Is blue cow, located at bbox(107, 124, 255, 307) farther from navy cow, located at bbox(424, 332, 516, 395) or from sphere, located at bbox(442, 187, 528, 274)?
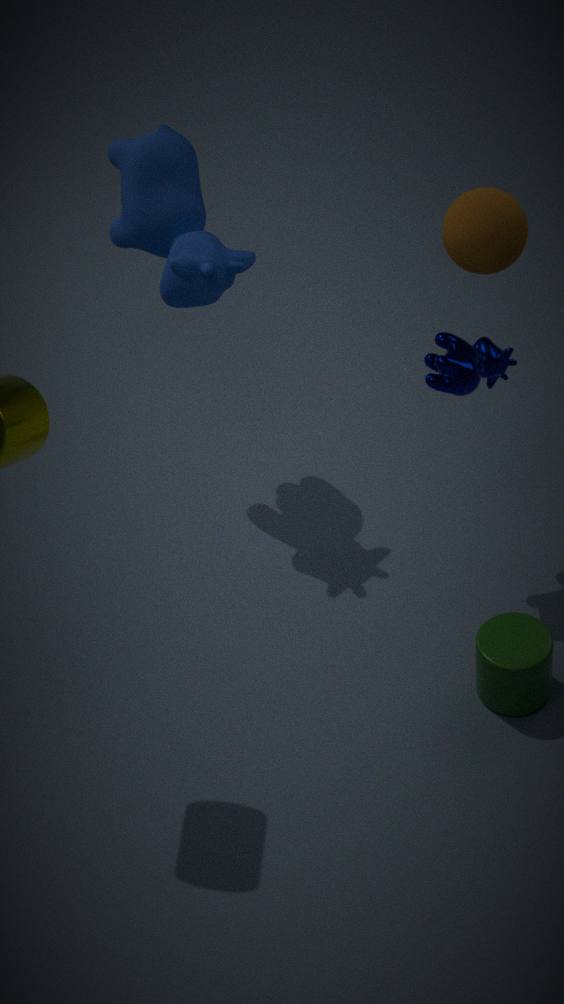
sphere, located at bbox(442, 187, 528, 274)
